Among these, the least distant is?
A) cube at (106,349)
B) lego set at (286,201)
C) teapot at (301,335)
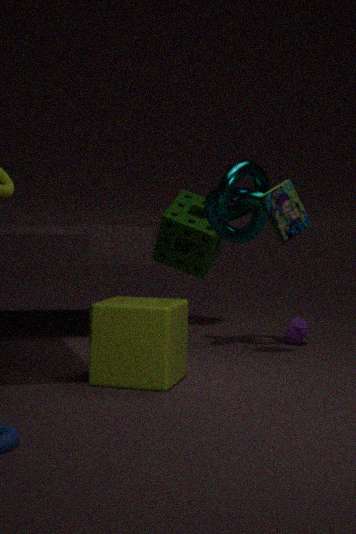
cube at (106,349)
